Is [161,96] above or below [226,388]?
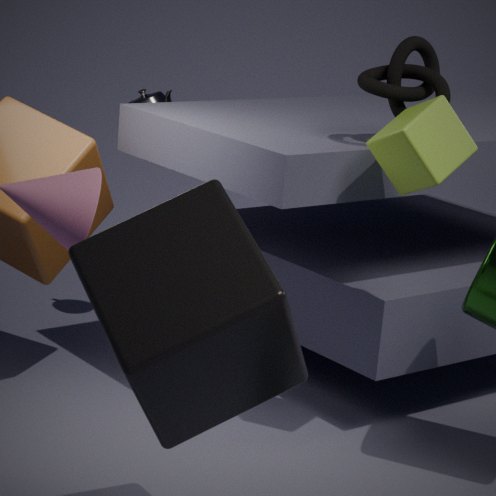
above
